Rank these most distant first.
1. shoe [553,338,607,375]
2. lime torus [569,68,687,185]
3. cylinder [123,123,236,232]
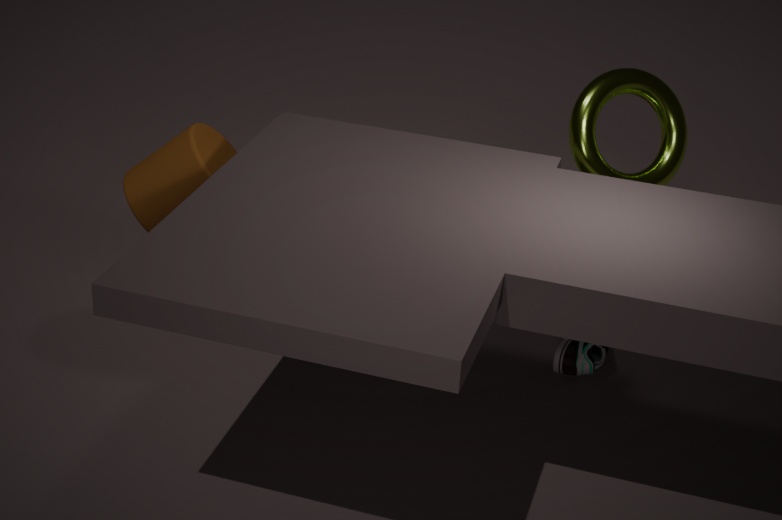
1. lime torus [569,68,687,185]
2. shoe [553,338,607,375]
3. cylinder [123,123,236,232]
